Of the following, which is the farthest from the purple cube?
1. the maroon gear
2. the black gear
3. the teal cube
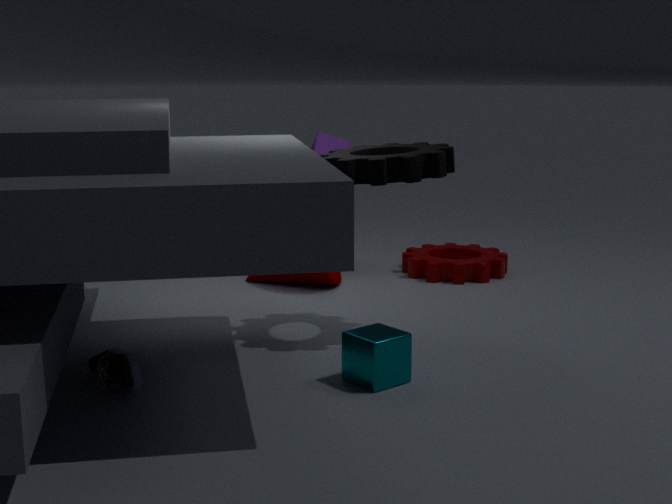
the teal cube
